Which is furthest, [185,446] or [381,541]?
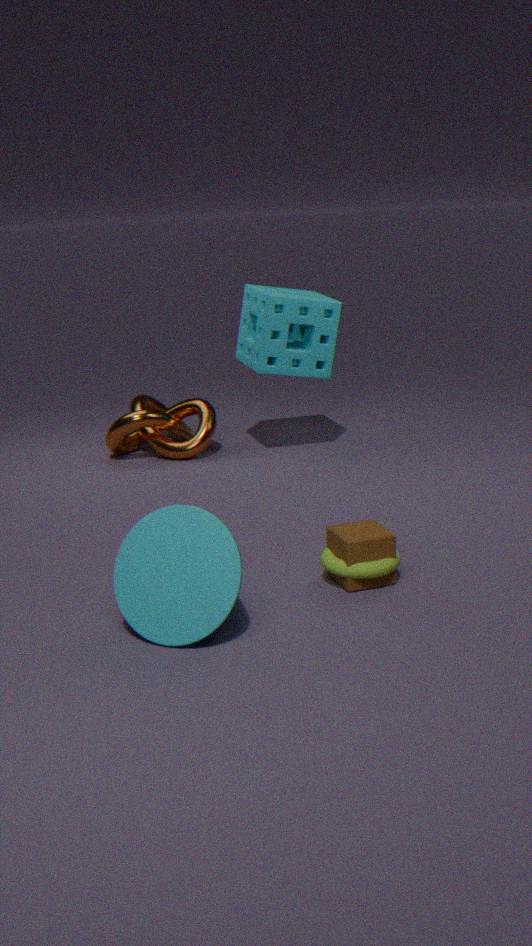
[185,446]
